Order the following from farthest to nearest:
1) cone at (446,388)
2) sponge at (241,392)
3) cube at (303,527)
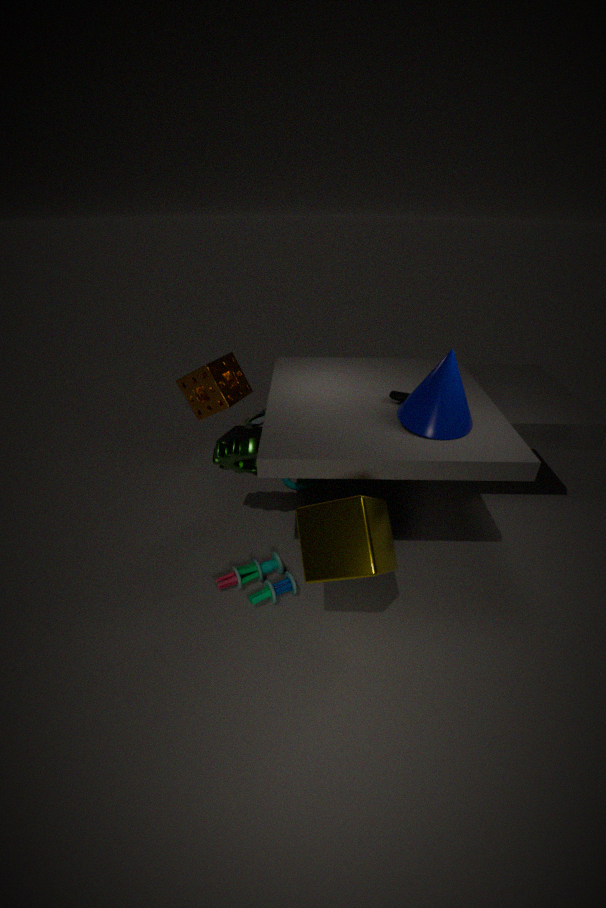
2. sponge at (241,392) → 1. cone at (446,388) → 3. cube at (303,527)
